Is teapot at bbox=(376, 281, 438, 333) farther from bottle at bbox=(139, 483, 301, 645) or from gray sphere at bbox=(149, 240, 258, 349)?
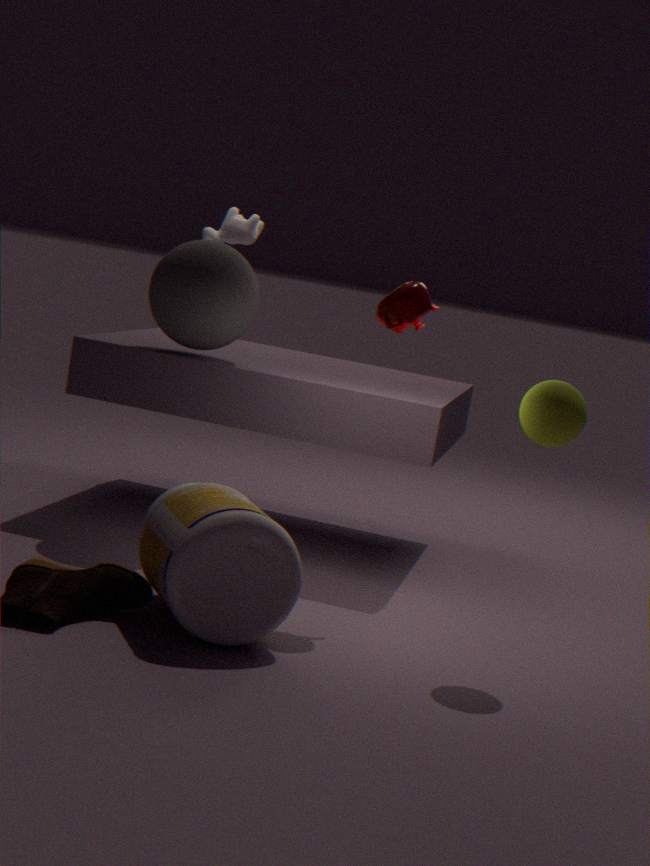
bottle at bbox=(139, 483, 301, 645)
